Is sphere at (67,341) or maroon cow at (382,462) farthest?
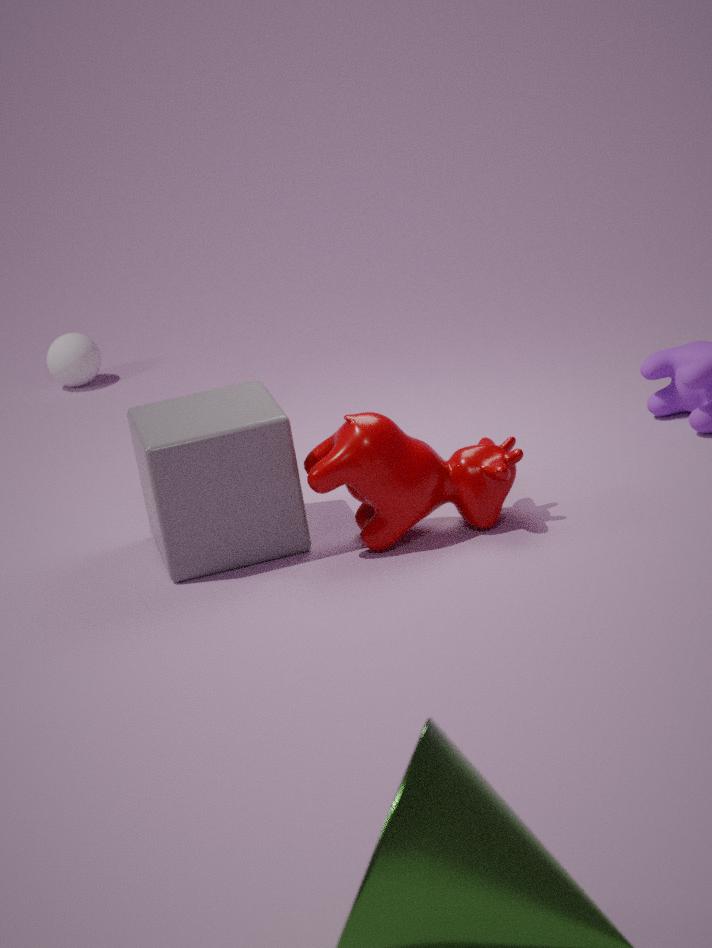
sphere at (67,341)
